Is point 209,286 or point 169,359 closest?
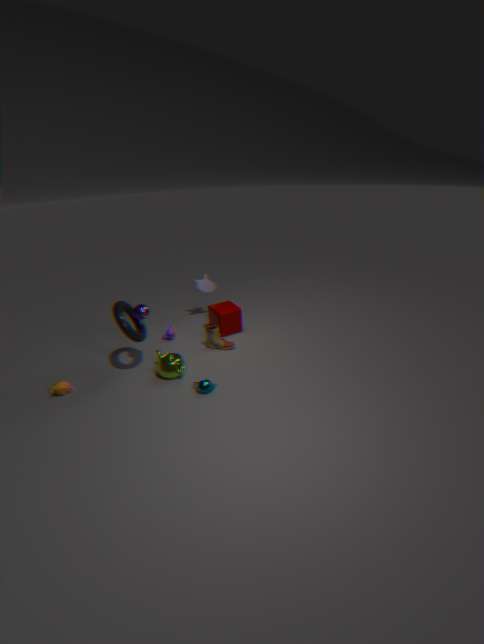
point 169,359
